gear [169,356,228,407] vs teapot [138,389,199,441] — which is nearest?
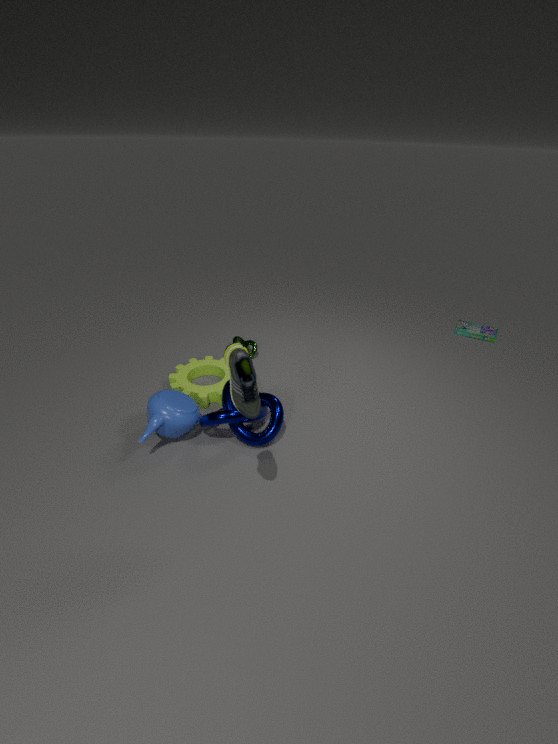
teapot [138,389,199,441]
